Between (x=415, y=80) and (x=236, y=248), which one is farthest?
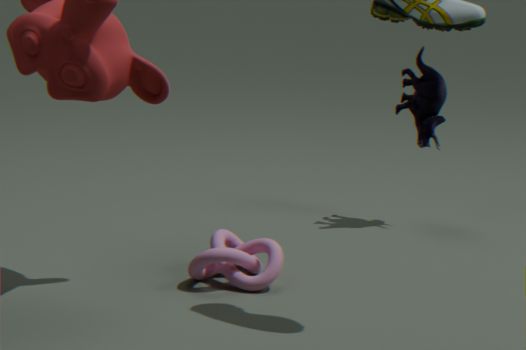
(x=415, y=80)
